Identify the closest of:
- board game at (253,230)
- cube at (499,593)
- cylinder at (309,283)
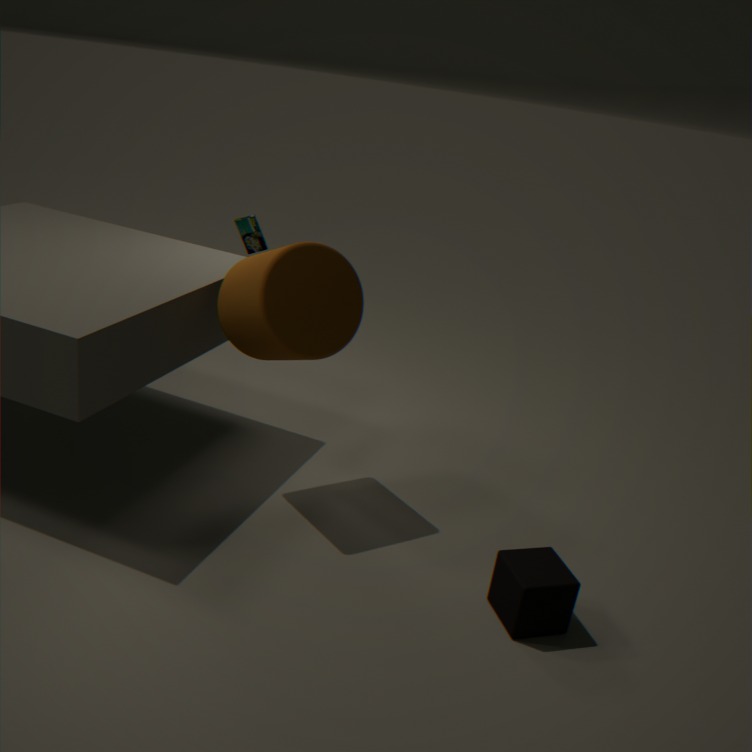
cube at (499,593)
